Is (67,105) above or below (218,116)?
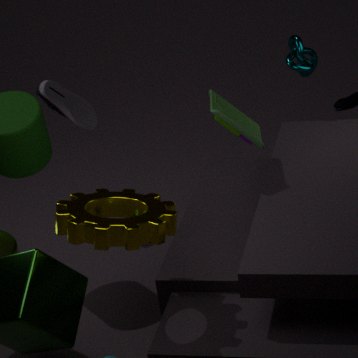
Answer: below
